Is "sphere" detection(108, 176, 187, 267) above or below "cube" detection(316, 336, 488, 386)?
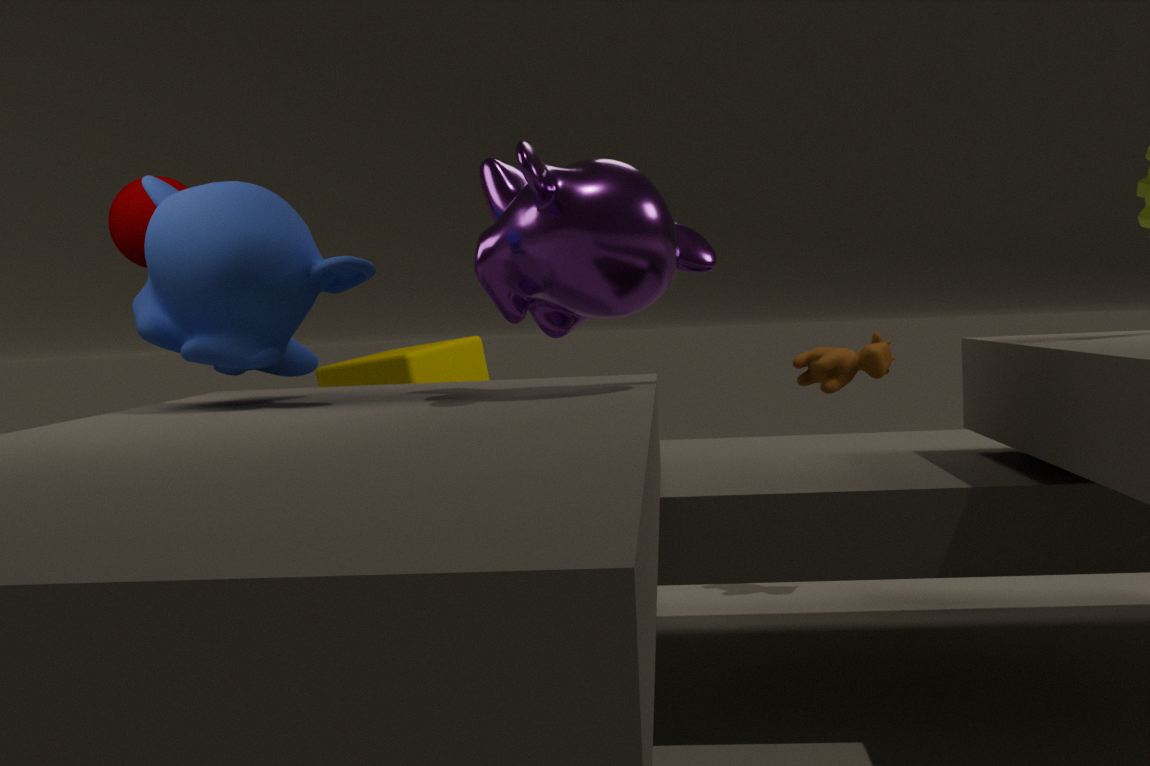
above
